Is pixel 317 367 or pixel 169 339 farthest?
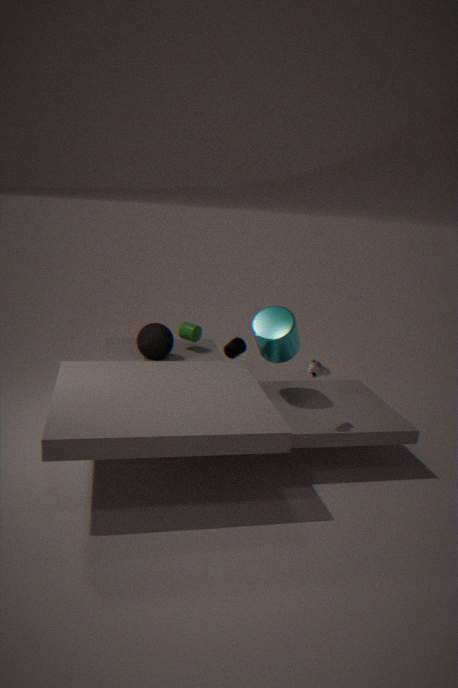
pixel 169 339
